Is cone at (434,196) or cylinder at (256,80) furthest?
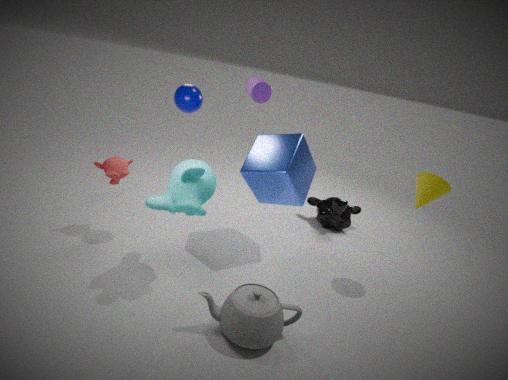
cylinder at (256,80)
